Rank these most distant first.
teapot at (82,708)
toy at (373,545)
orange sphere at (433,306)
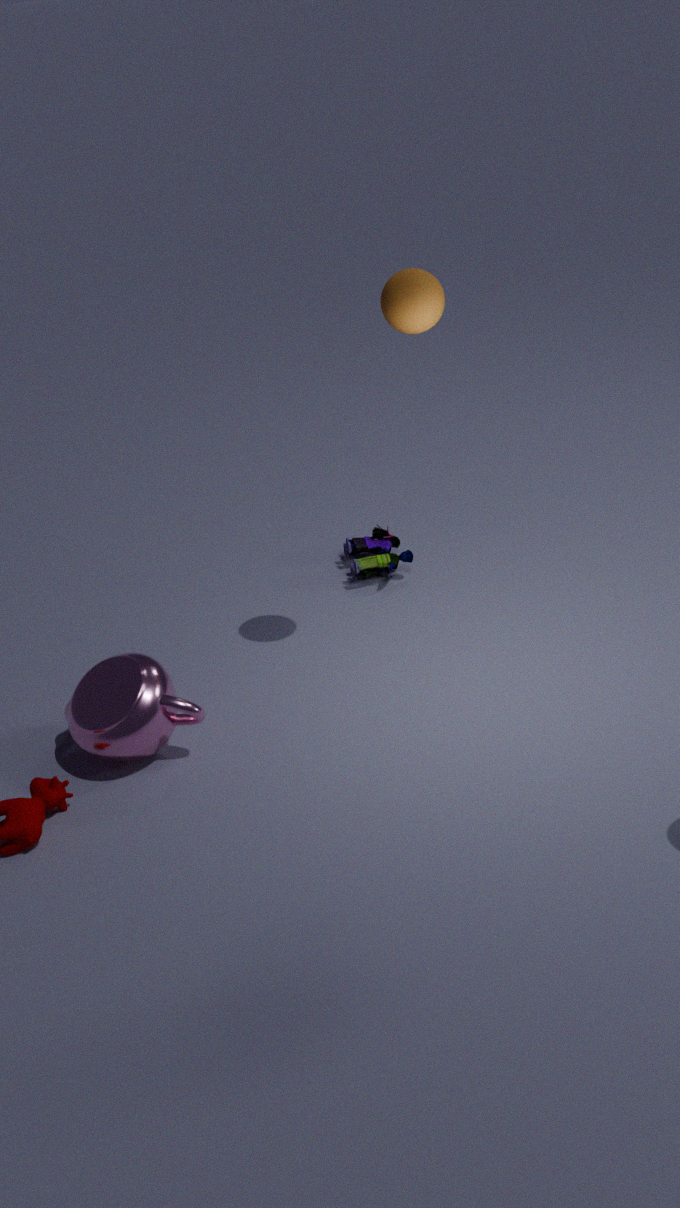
1. toy at (373,545)
2. teapot at (82,708)
3. orange sphere at (433,306)
